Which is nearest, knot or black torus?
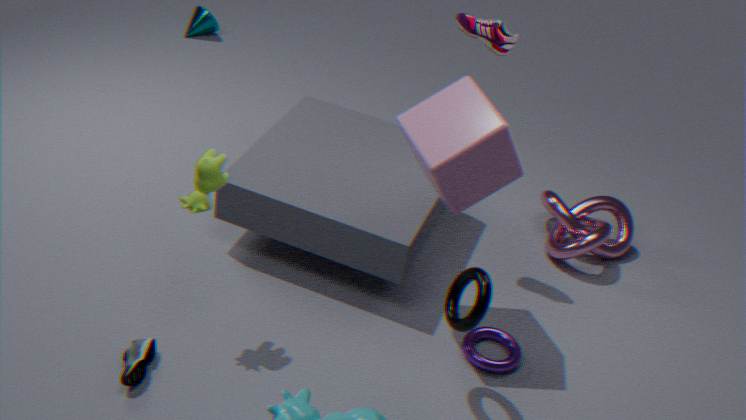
black torus
